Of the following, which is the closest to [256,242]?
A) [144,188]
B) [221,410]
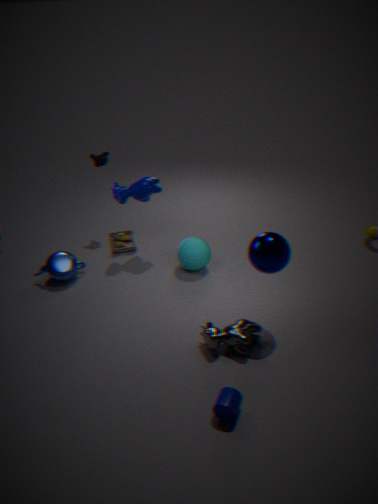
[221,410]
